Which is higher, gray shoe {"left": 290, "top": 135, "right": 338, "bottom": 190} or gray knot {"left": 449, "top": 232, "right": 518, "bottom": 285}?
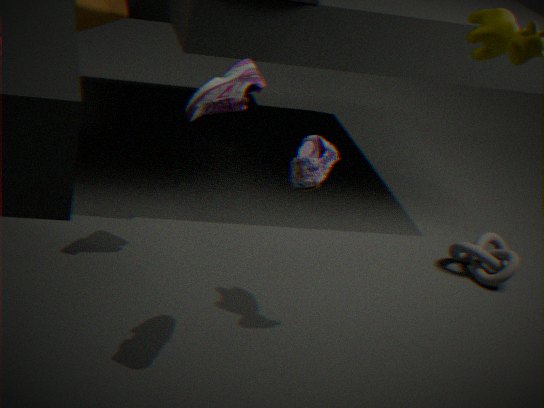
gray shoe {"left": 290, "top": 135, "right": 338, "bottom": 190}
